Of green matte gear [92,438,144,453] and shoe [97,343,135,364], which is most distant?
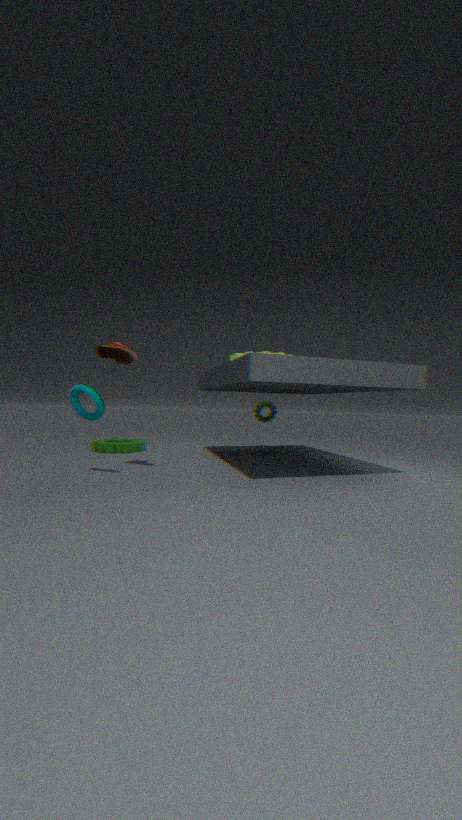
green matte gear [92,438,144,453]
